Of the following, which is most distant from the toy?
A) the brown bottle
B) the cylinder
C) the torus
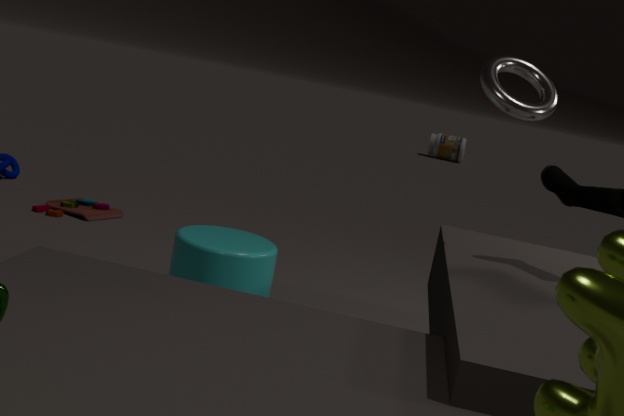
the brown bottle
